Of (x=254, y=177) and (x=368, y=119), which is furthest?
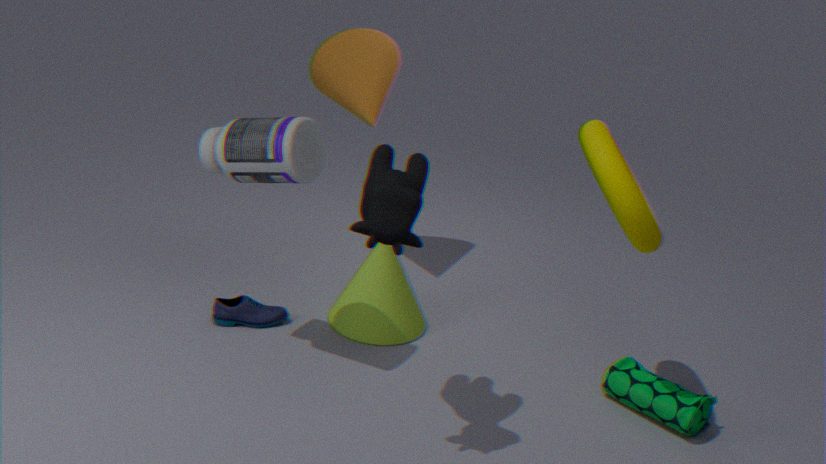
(x=368, y=119)
